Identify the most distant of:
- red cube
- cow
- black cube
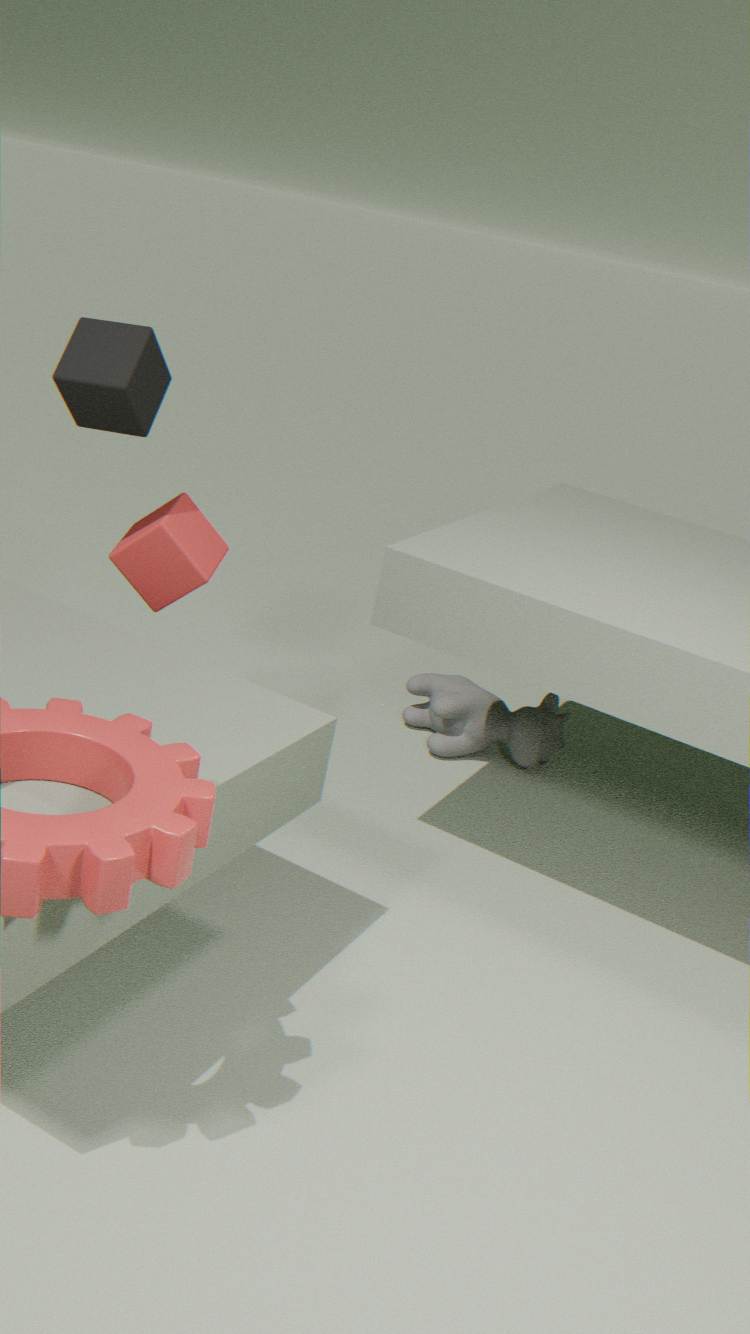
cow
